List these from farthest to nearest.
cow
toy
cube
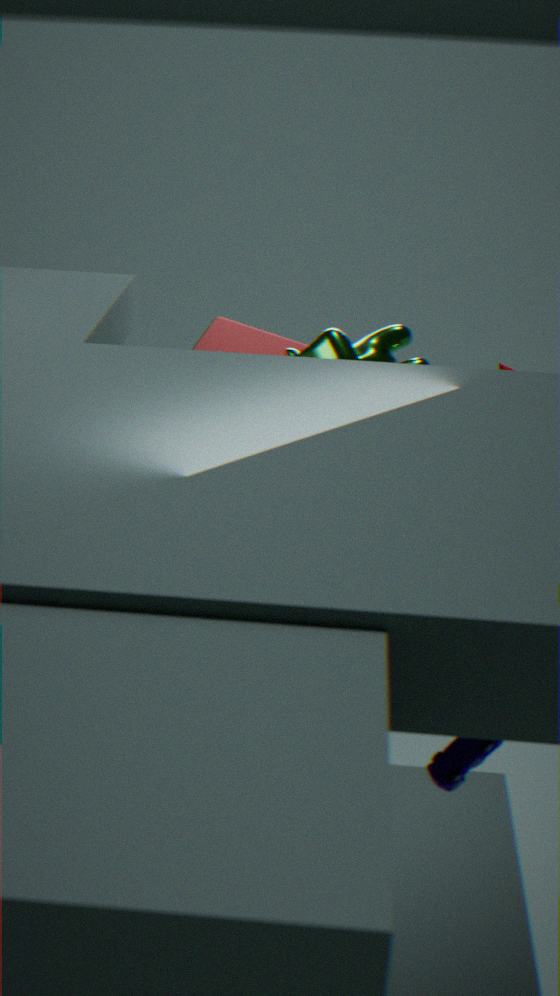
1. cube
2. cow
3. toy
